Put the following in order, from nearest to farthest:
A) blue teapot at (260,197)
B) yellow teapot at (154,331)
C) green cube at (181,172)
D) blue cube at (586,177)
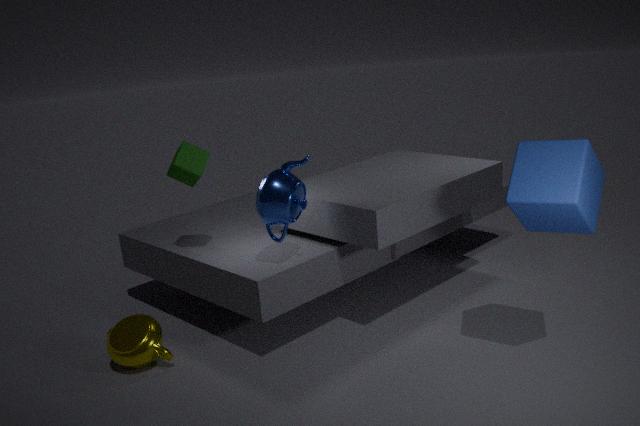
D. blue cube at (586,177), A. blue teapot at (260,197), B. yellow teapot at (154,331), C. green cube at (181,172)
